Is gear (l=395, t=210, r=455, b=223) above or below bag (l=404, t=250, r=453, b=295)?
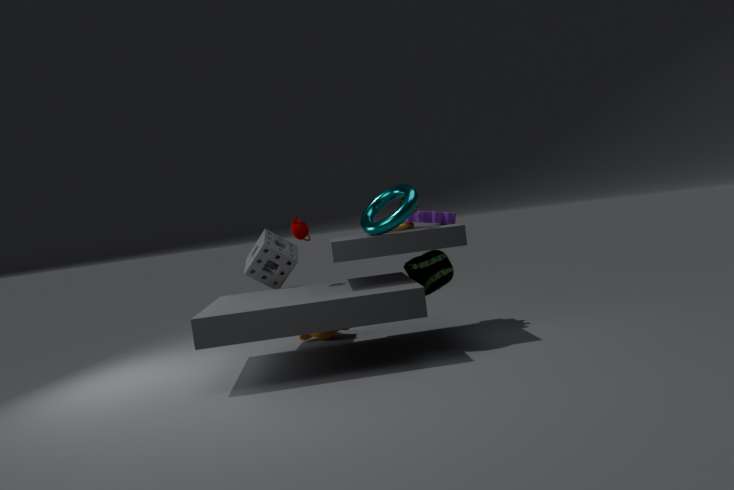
above
